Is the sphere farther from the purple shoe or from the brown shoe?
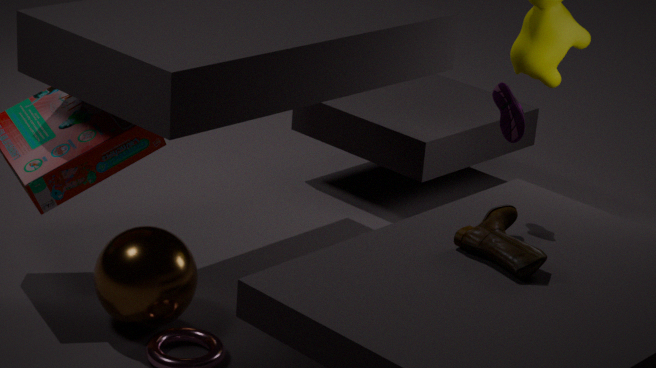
the purple shoe
